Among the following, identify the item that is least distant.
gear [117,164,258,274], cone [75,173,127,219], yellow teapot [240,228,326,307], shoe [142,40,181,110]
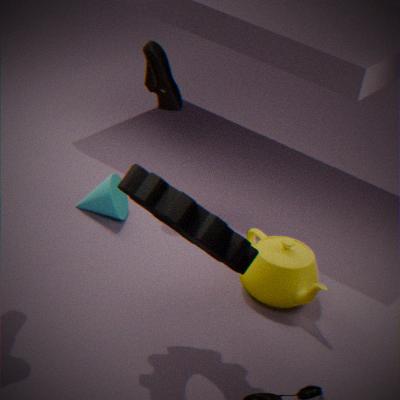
gear [117,164,258,274]
